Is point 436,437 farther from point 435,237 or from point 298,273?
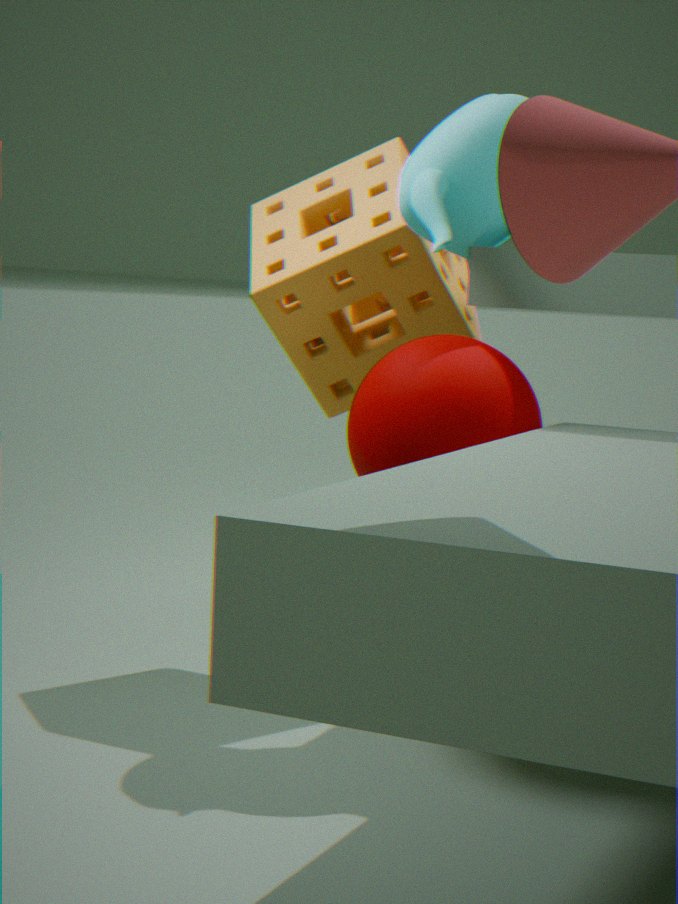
point 298,273
